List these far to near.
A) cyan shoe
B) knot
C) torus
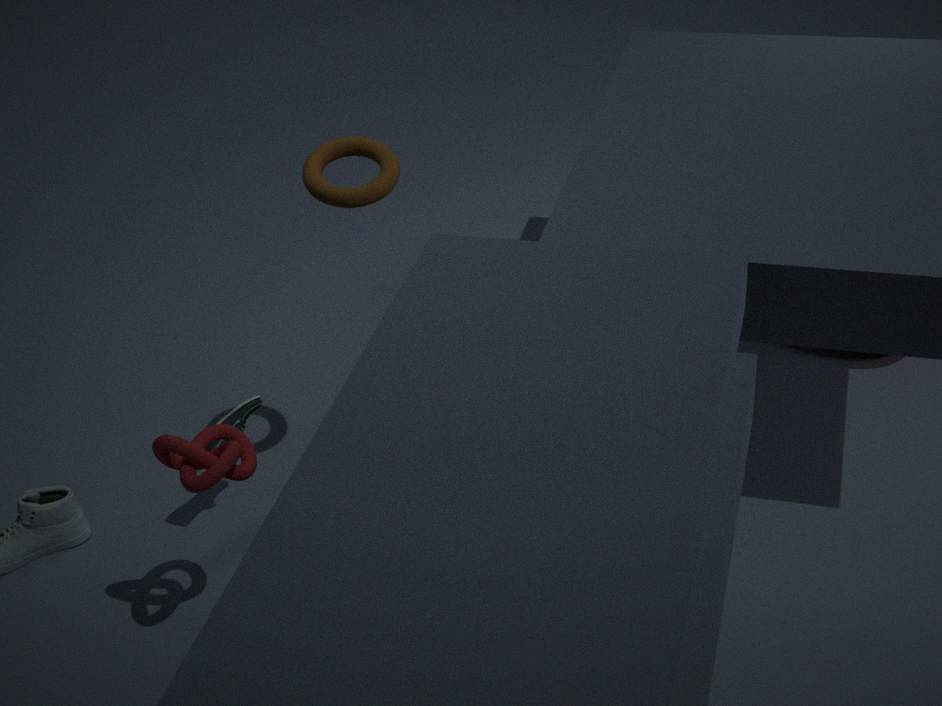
cyan shoe
torus
knot
